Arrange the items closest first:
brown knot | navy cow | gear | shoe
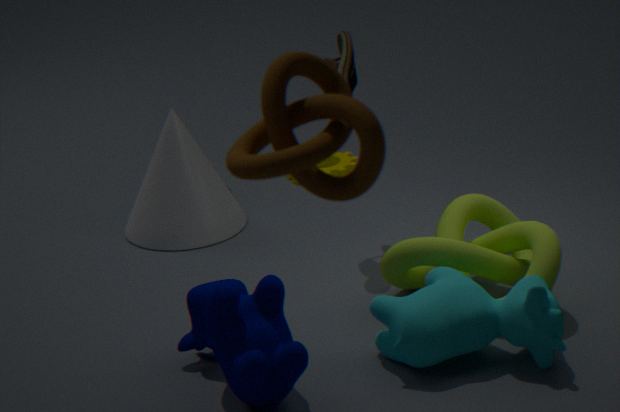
brown knot → navy cow → shoe → gear
